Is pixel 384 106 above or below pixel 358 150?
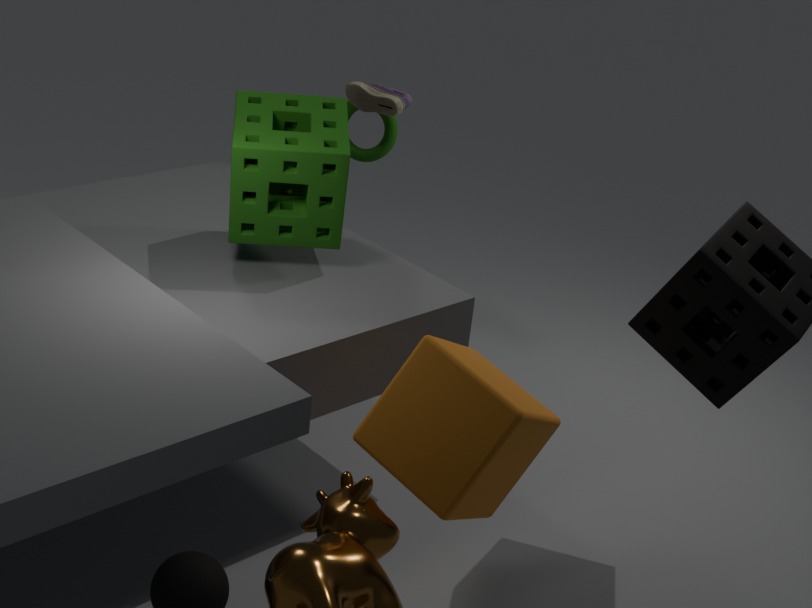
above
